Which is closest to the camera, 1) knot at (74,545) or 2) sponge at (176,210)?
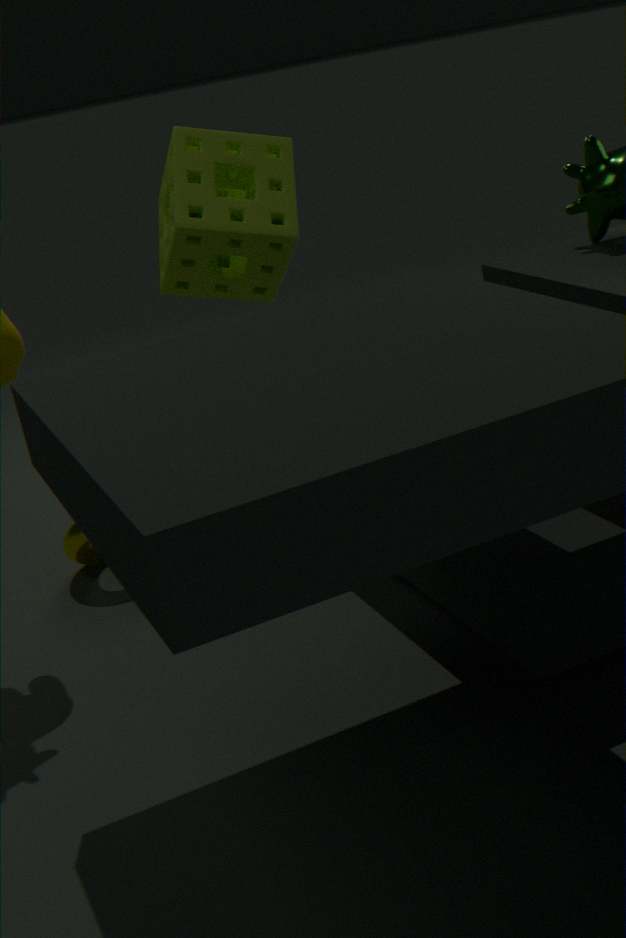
1. knot at (74,545)
